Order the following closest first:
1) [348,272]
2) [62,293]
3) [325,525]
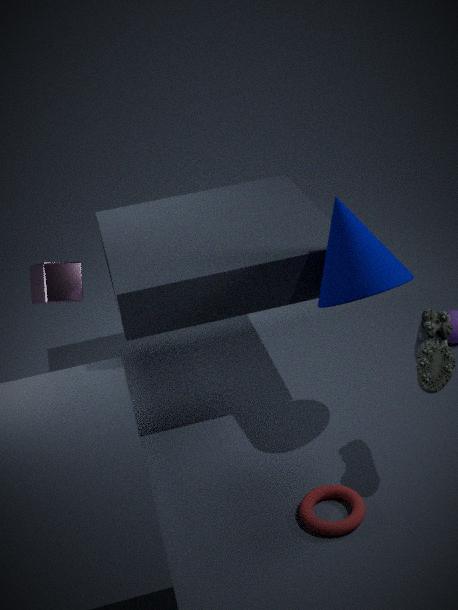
3. [325,525] < 1. [348,272] < 2. [62,293]
